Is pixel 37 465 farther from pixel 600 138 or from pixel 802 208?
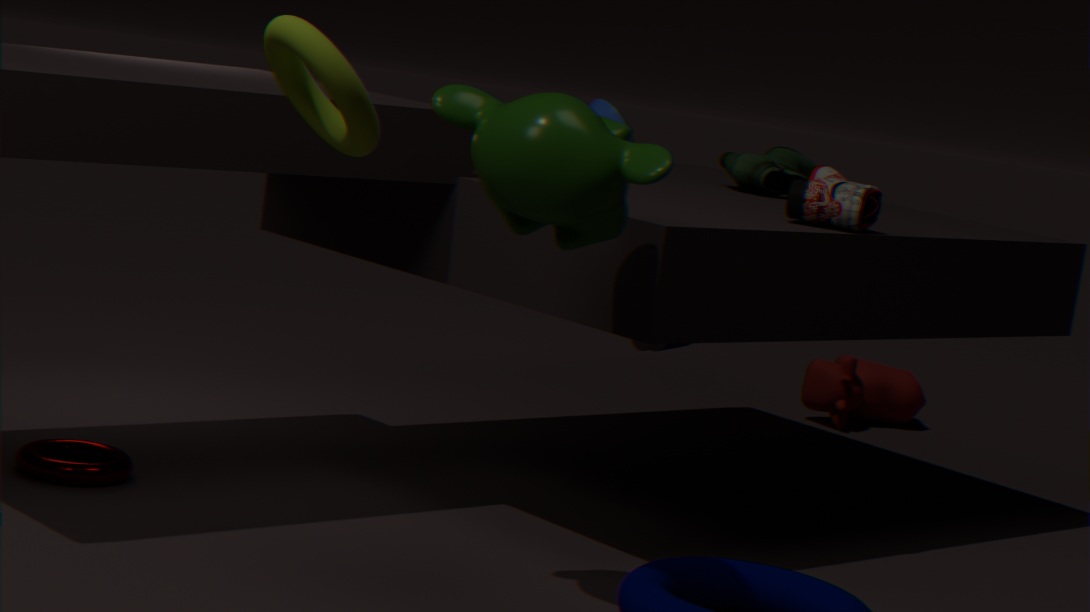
pixel 802 208
